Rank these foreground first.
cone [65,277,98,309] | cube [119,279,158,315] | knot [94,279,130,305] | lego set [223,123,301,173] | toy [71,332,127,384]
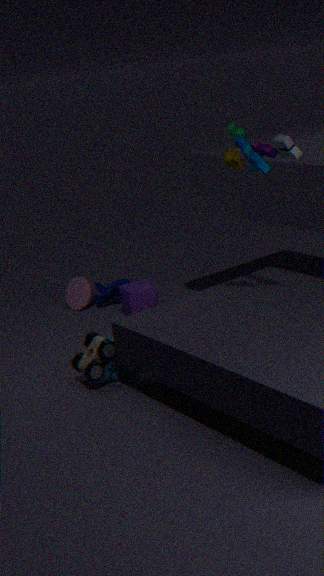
lego set [223,123,301,173], toy [71,332,127,384], cube [119,279,158,315], knot [94,279,130,305], cone [65,277,98,309]
